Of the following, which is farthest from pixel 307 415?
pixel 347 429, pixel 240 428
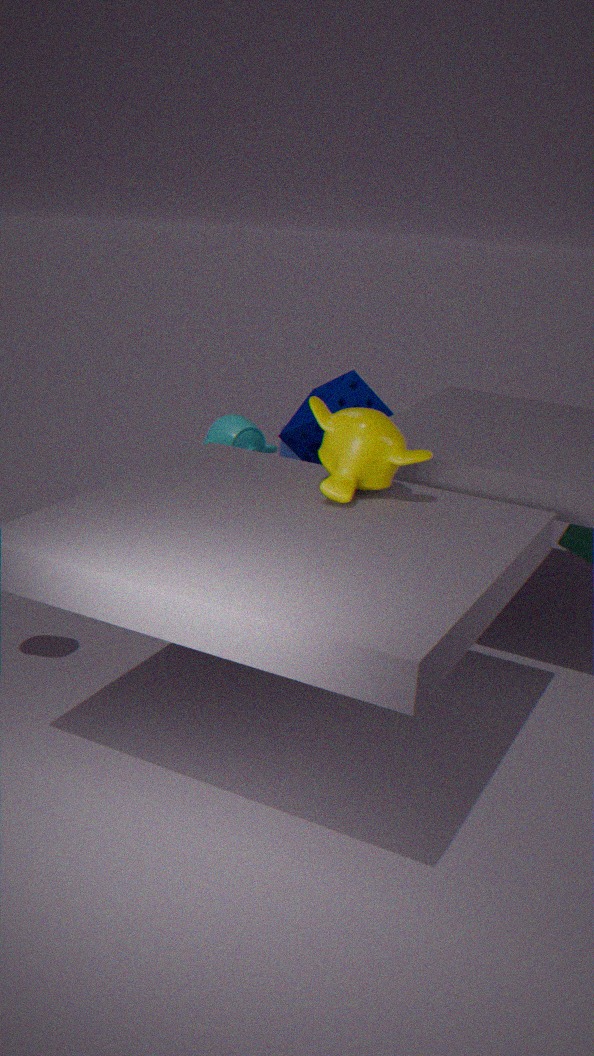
pixel 347 429
